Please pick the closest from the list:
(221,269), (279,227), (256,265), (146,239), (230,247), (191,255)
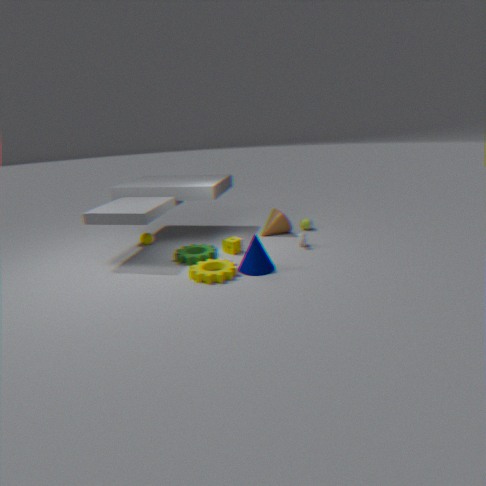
(256,265)
